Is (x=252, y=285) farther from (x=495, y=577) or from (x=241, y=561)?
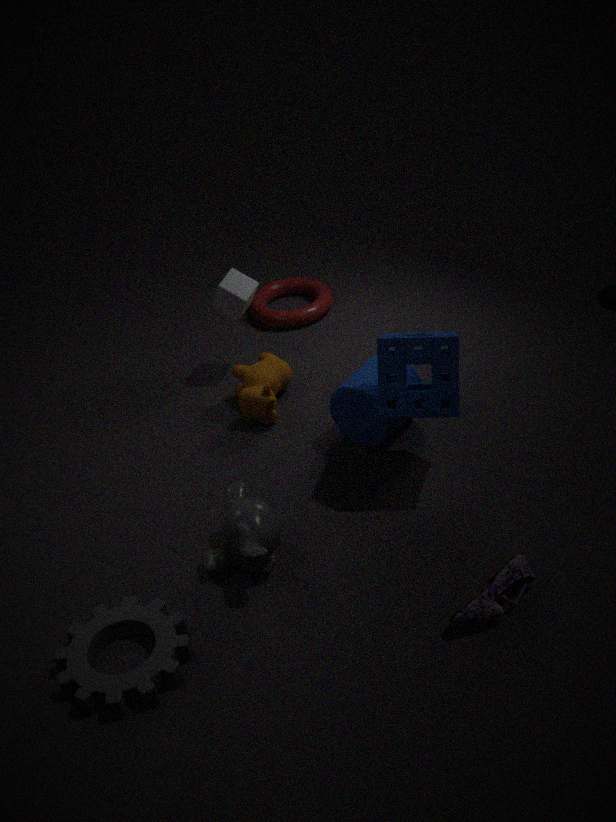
(x=495, y=577)
